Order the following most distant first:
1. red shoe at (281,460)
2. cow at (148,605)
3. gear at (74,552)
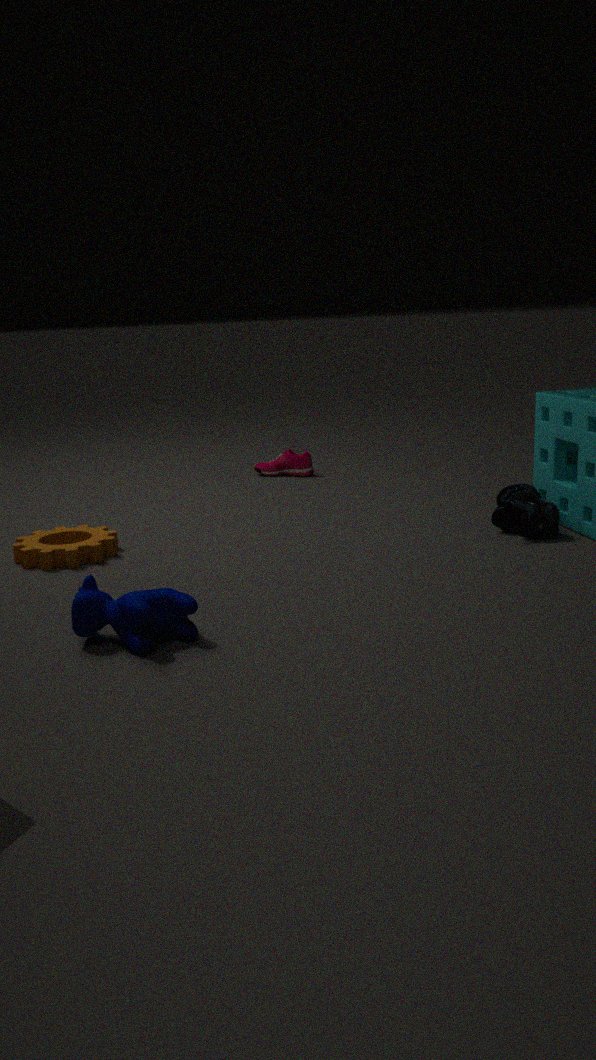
1. red shoe at (281,460)
2. gear at (74,552)
3. cow at (148,605)
